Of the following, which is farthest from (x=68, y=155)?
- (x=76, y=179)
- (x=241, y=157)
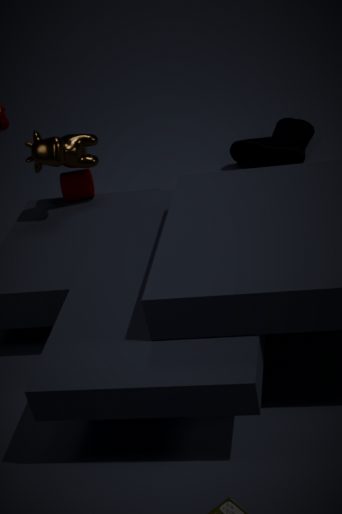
(x=241, y=157)
